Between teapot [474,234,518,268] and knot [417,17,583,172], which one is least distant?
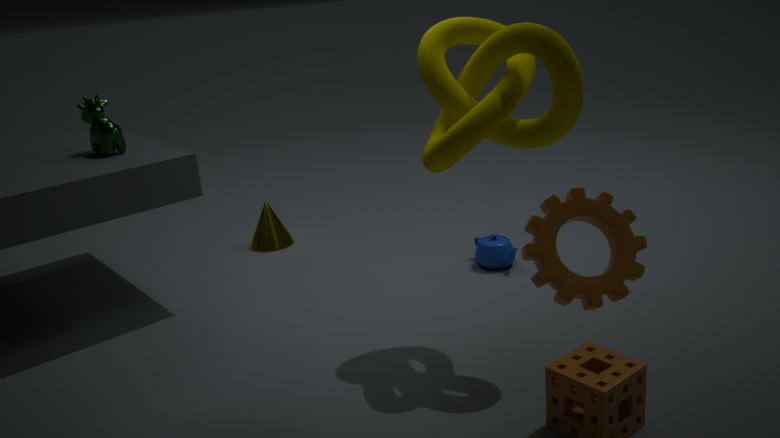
knot [417,17,583,172]
